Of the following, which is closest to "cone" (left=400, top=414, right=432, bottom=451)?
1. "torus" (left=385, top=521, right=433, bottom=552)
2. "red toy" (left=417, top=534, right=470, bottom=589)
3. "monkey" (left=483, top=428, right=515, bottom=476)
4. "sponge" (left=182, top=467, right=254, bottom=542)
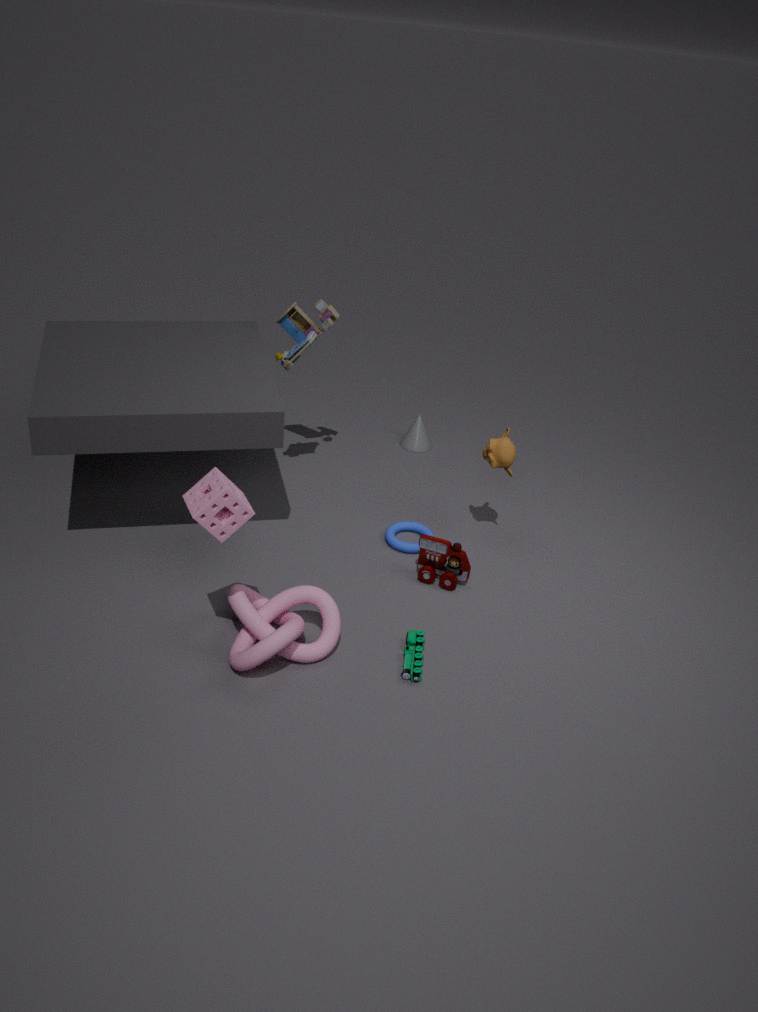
"torus" (left=385, top=521, right=433, bottom=552)
